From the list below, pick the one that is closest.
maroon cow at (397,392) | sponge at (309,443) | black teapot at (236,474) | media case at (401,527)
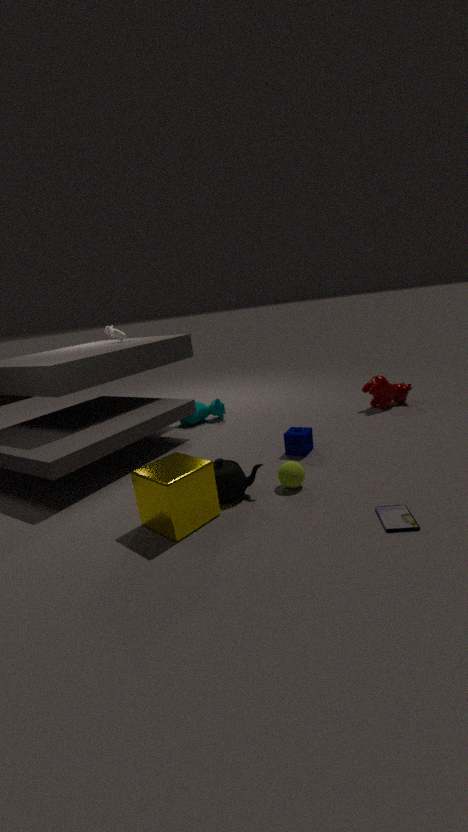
media case at (401,527)
